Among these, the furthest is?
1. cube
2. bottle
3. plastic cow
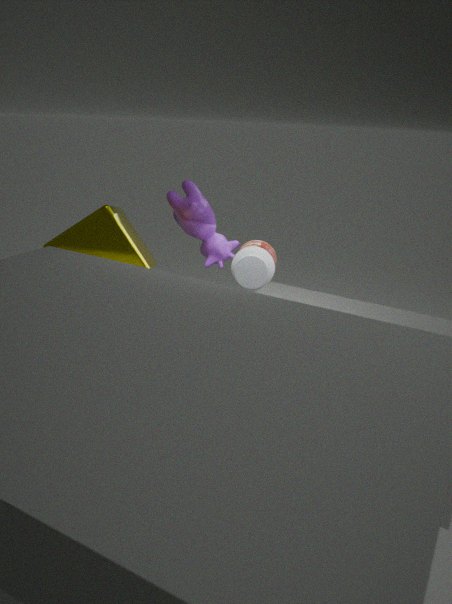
plastic cow
